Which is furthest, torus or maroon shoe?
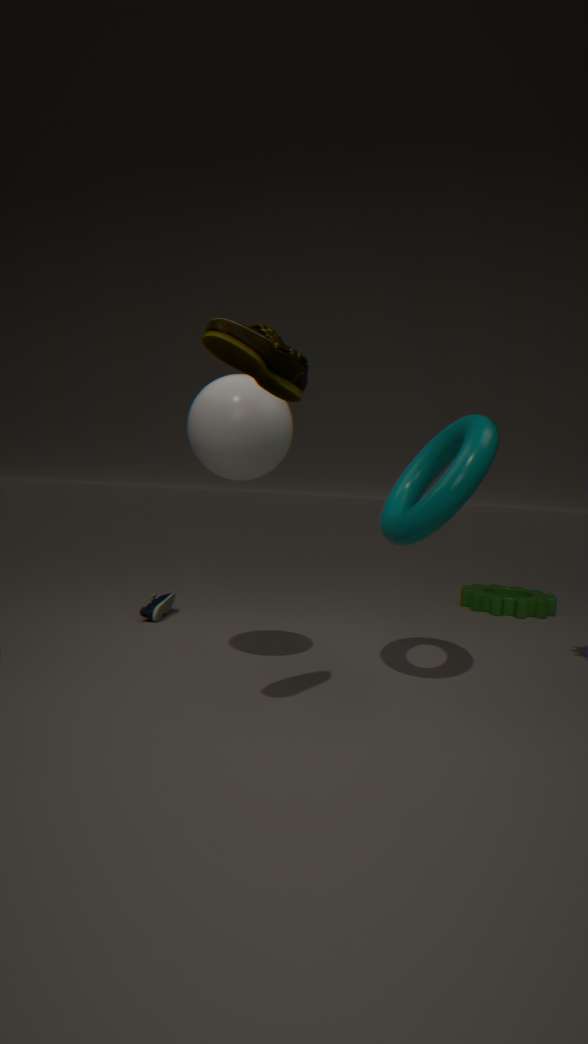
torus
